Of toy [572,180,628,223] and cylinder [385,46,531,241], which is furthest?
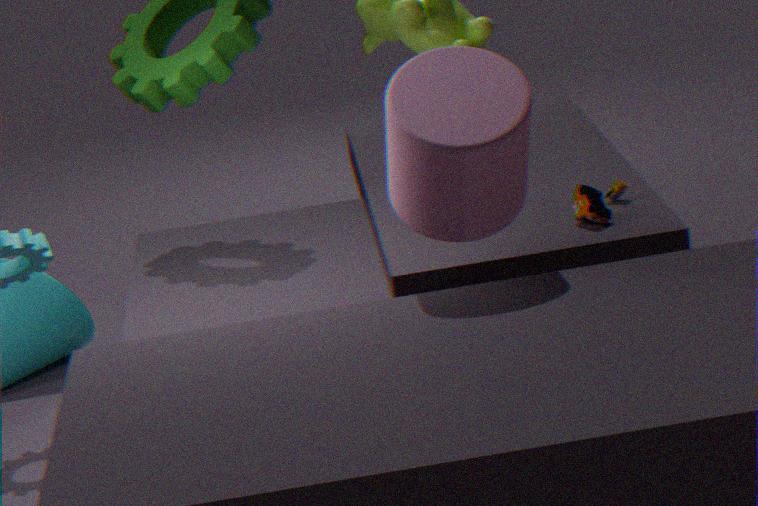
toy [572,180,628,223]
